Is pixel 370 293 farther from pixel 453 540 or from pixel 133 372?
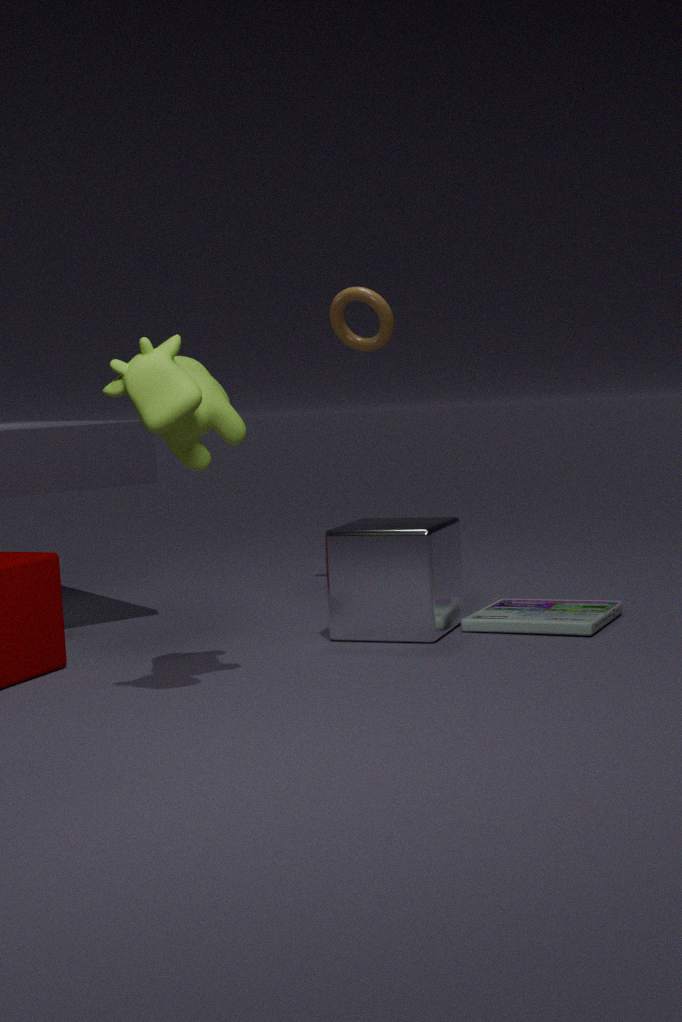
pixel 133 372
